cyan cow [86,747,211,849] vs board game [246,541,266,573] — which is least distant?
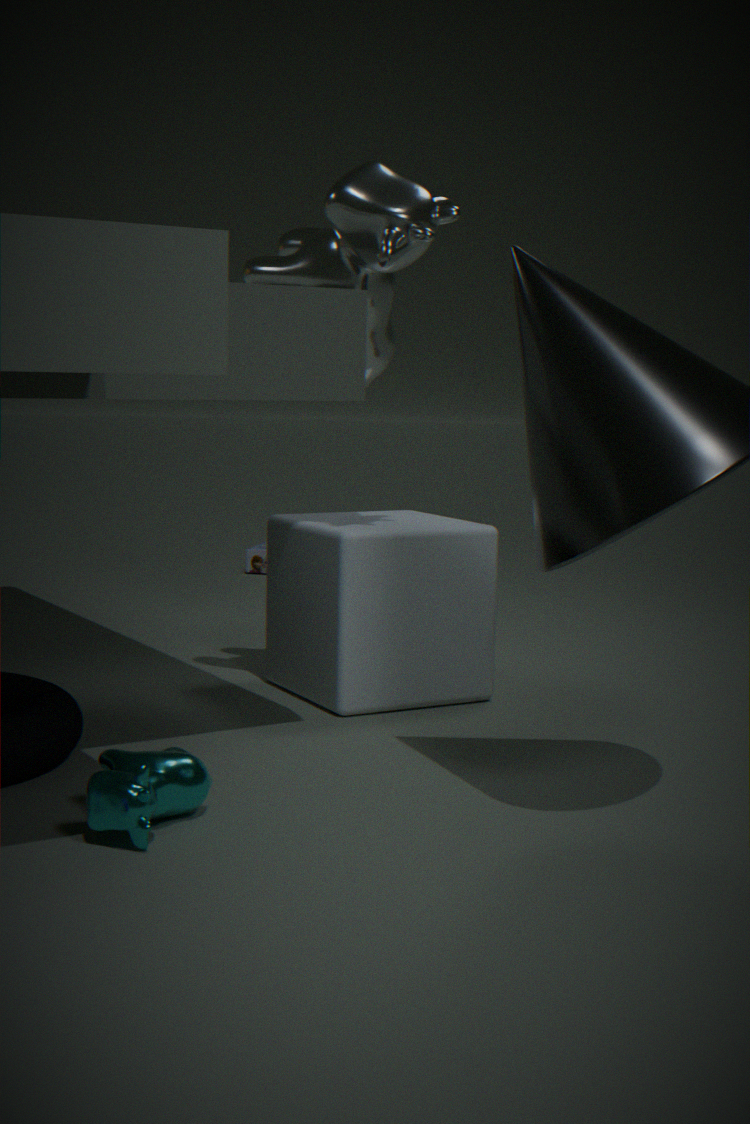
cyan cow [86,747,211,849]
